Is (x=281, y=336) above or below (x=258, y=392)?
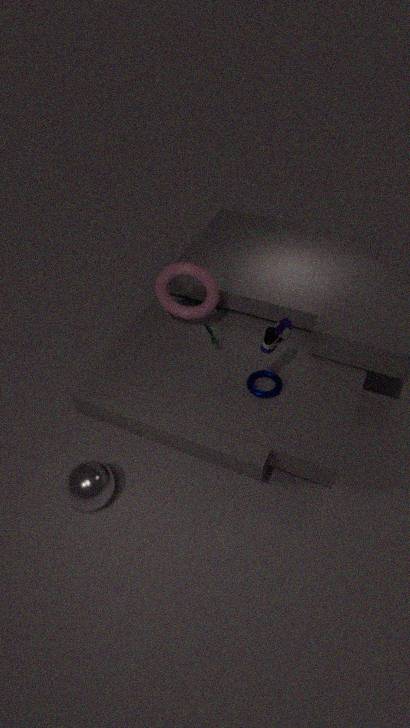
above
